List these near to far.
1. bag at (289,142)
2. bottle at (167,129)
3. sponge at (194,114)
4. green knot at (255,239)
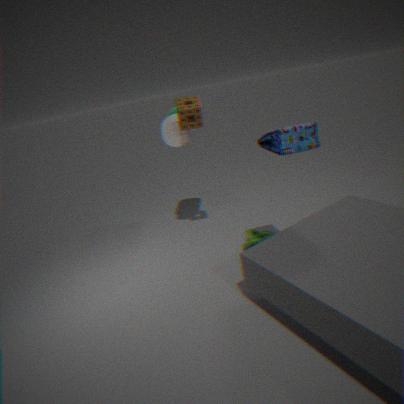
bag at (289,142)
sponge at (194,114)
green knot at (255,239)
bottle at (167,129)
